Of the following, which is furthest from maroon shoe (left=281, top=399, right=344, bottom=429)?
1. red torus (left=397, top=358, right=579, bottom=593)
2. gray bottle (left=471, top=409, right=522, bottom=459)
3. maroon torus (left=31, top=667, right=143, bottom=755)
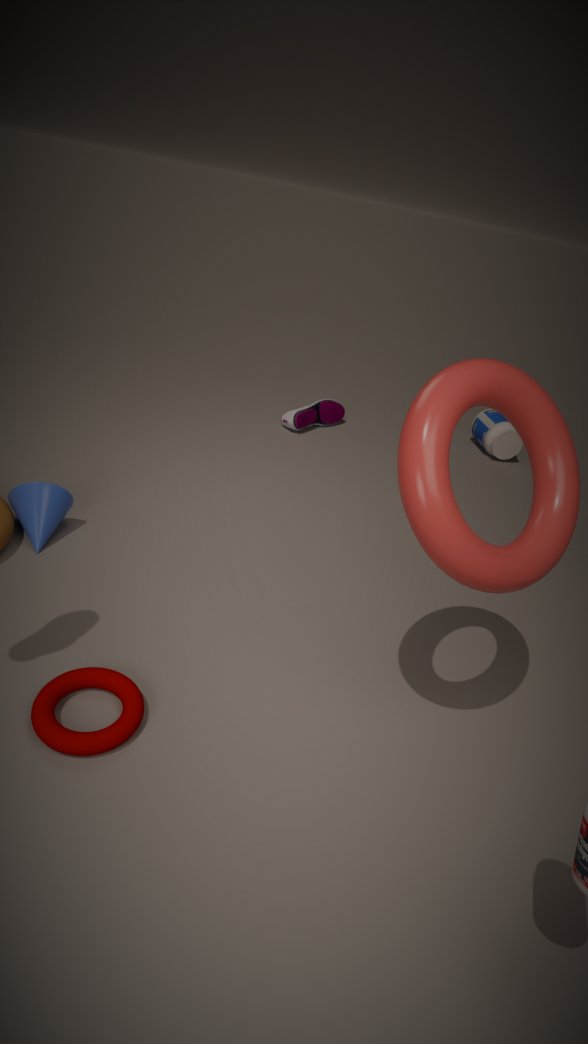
maroon torus (left=31, top=667, right=143, bottom=755)
